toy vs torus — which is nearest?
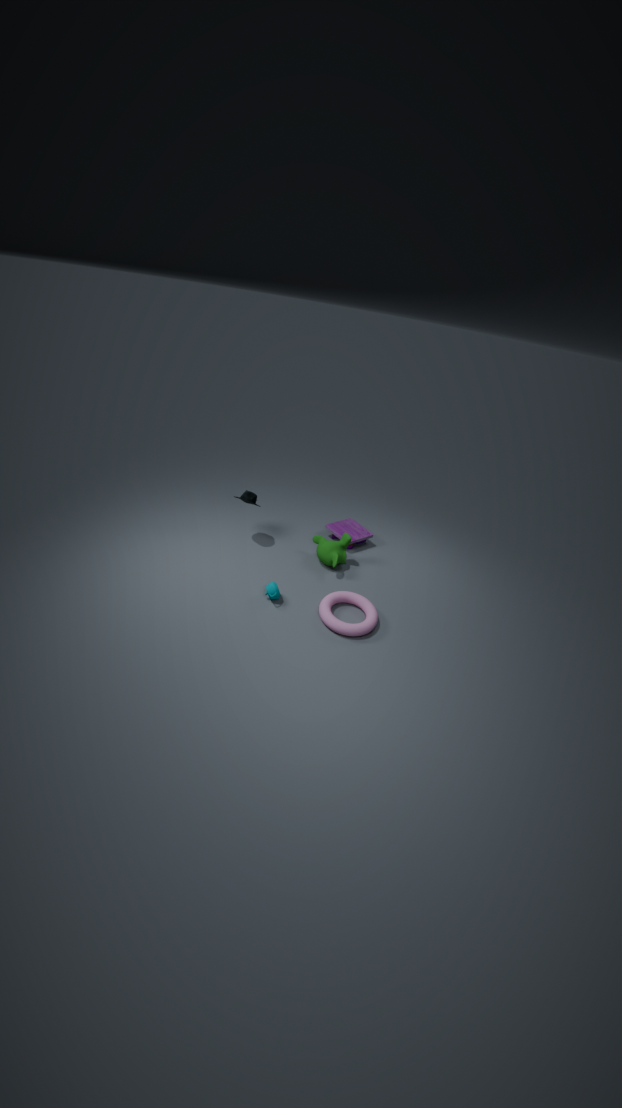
torus
